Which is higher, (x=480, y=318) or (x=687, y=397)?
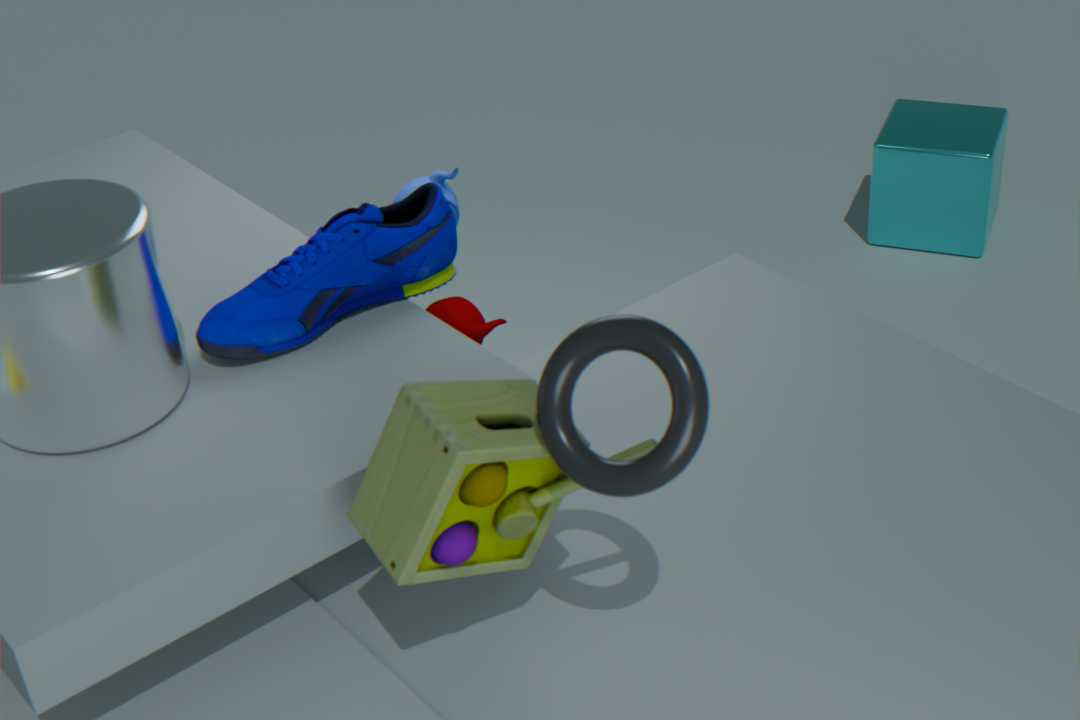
(x=687, y=397)
